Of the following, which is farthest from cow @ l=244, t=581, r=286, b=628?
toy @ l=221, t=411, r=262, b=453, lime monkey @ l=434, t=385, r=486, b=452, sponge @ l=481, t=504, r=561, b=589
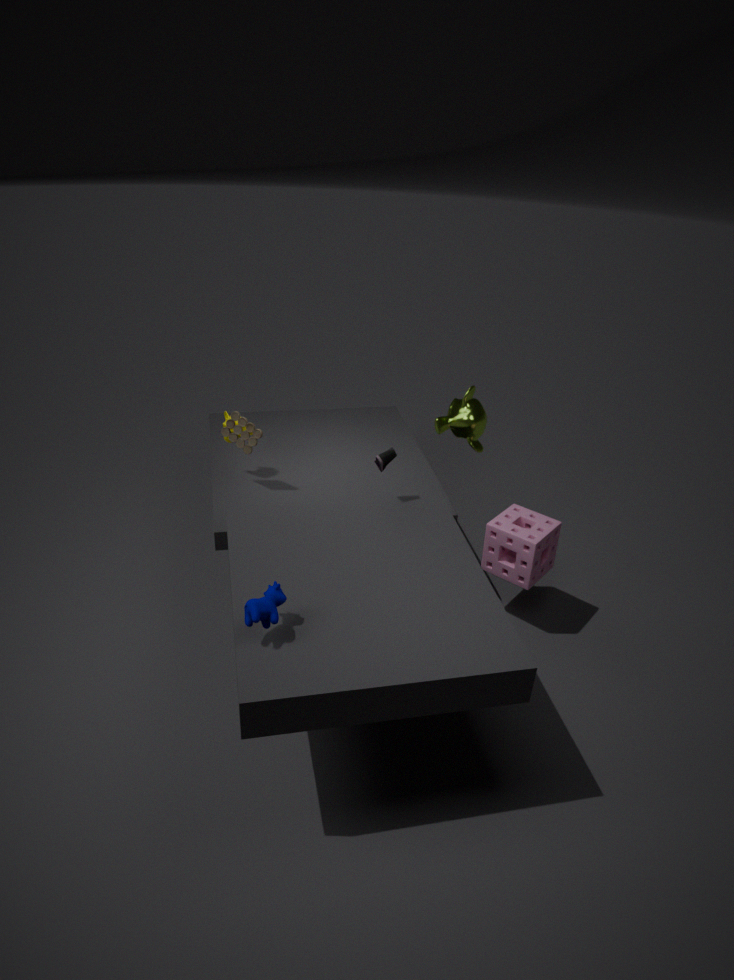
lime monkey @ l=434, t=385, r=486, b=452
